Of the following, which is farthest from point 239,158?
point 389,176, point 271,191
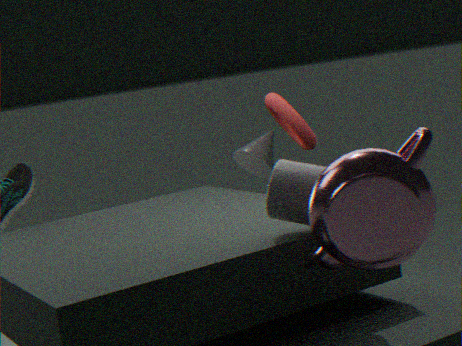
point 389,176
